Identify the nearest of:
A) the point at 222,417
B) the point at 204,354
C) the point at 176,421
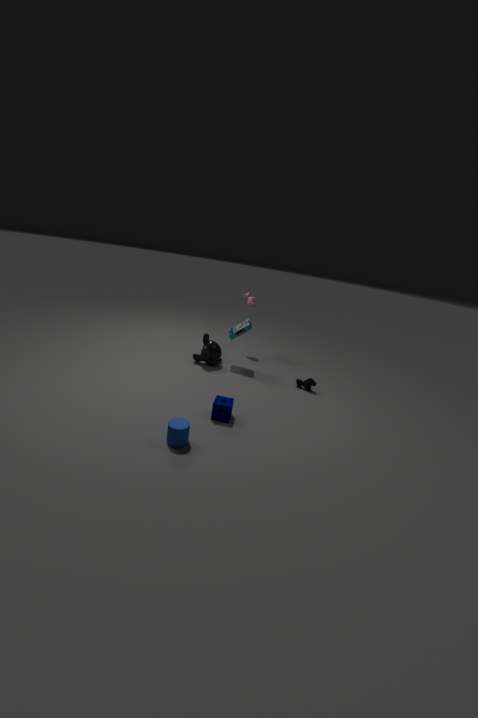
the point at 176,421
